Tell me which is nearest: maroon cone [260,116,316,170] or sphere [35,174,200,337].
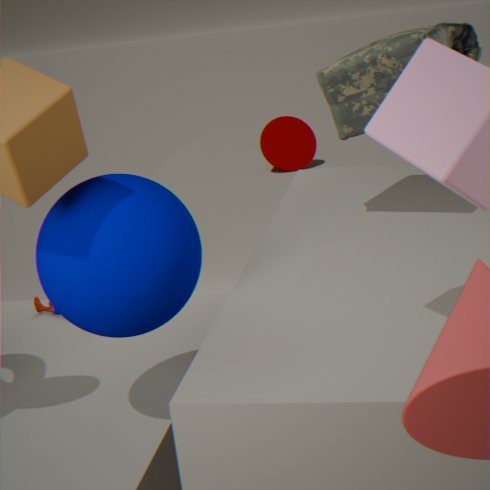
sphere [35,174,200,337]
